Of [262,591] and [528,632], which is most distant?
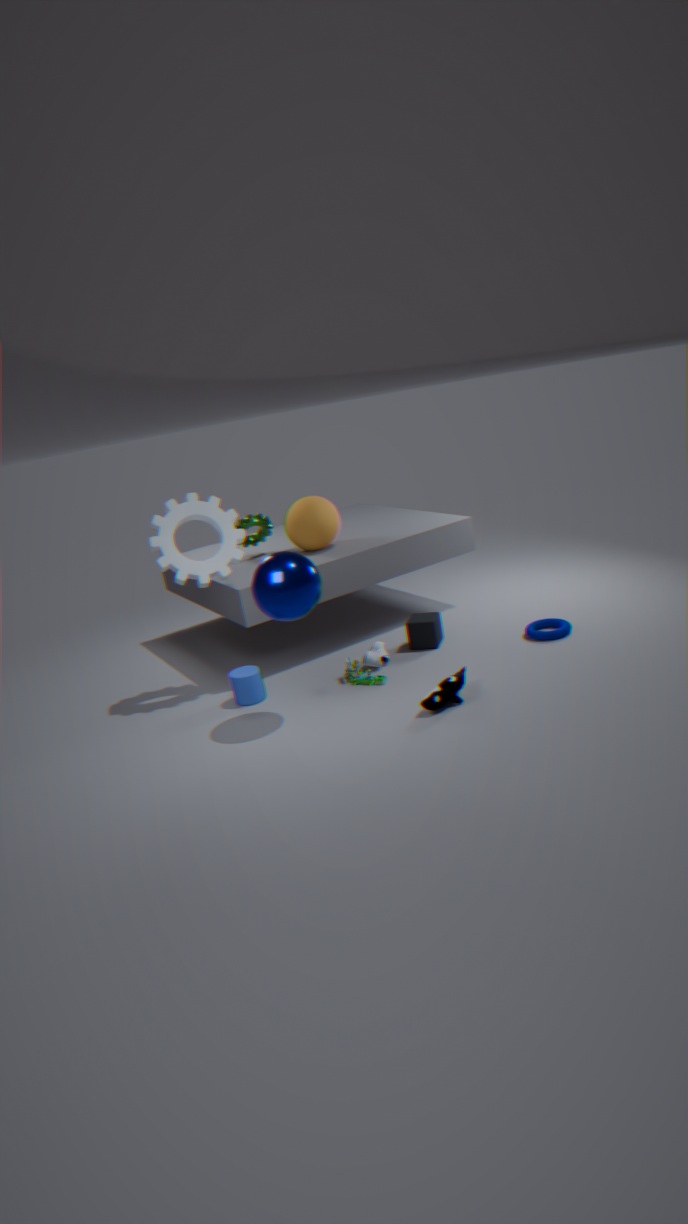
[528,632]
